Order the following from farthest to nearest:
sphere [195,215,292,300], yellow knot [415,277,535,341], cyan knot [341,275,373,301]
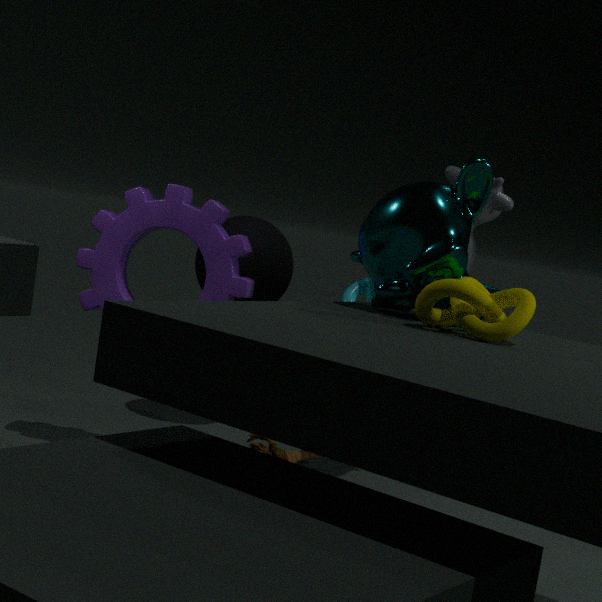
sphere [195,215,292,300] → cyan knot [341,275,373,301] → yellow knot [415,277,535,341]
